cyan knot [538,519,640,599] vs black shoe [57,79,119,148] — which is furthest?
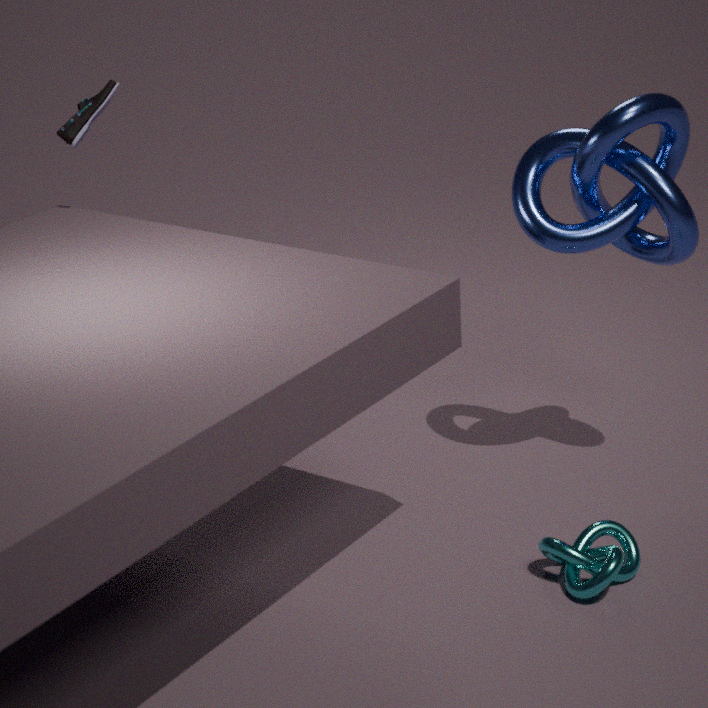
black shoe [57,79,119,148]
